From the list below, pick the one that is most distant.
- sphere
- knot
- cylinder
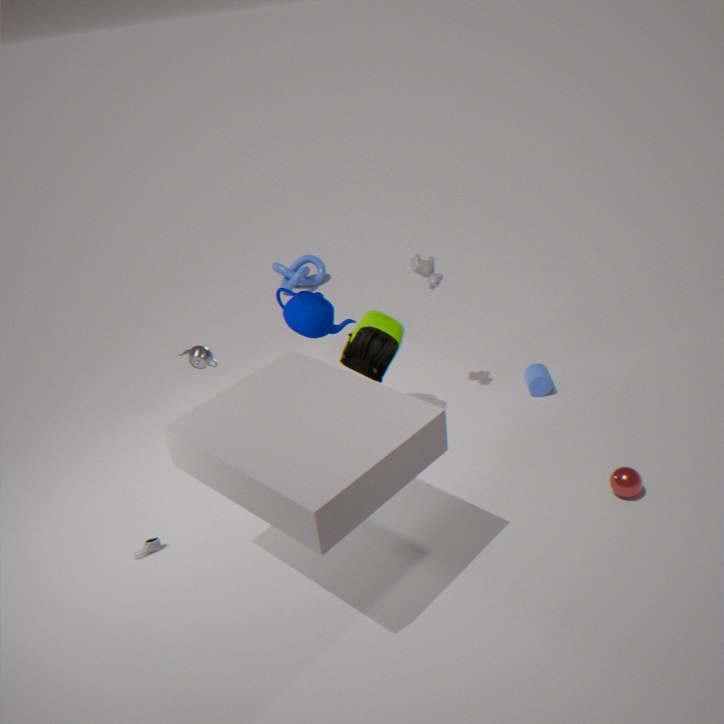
knot
